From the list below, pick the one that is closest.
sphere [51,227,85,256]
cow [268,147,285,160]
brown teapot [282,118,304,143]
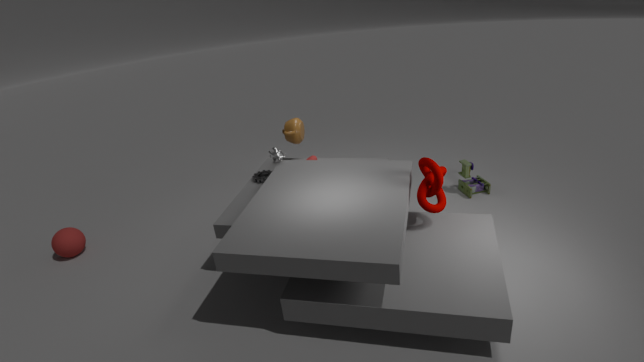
cow [268,147,285,160]
